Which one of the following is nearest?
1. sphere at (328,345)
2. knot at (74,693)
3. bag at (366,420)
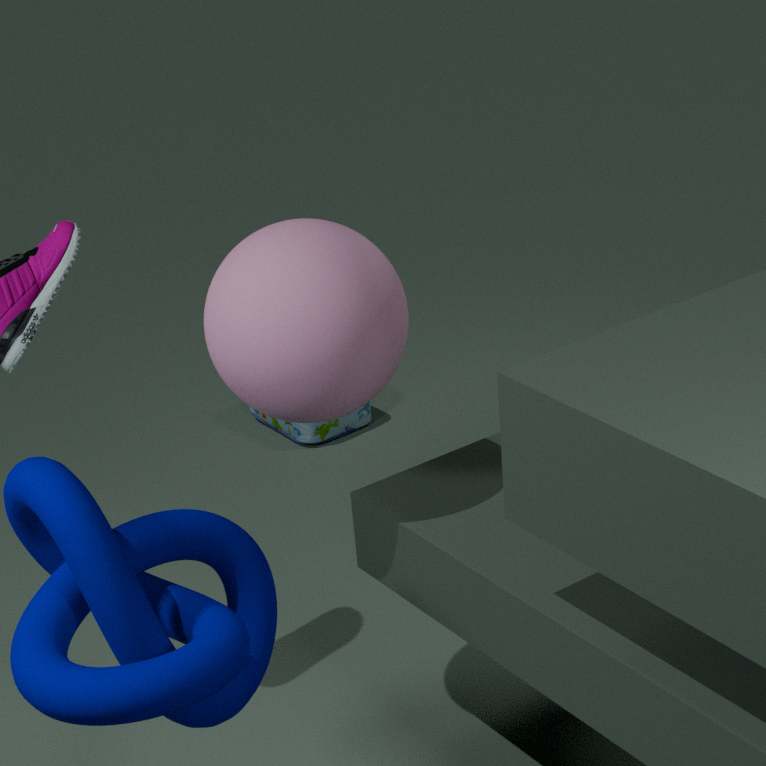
knot at (74,693)
